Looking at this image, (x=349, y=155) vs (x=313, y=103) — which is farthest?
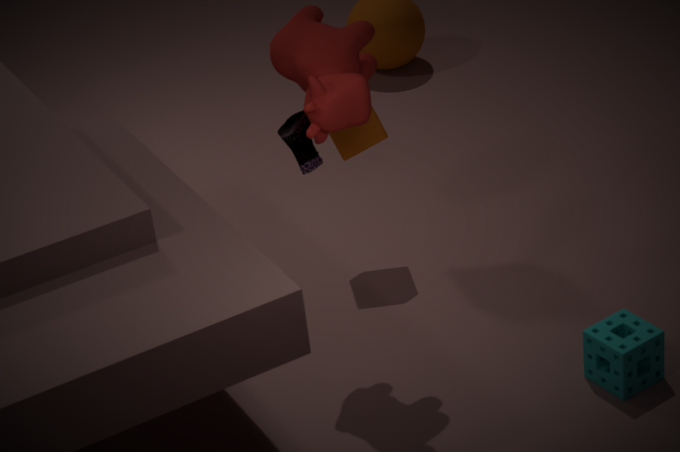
(x=349, y=155)
